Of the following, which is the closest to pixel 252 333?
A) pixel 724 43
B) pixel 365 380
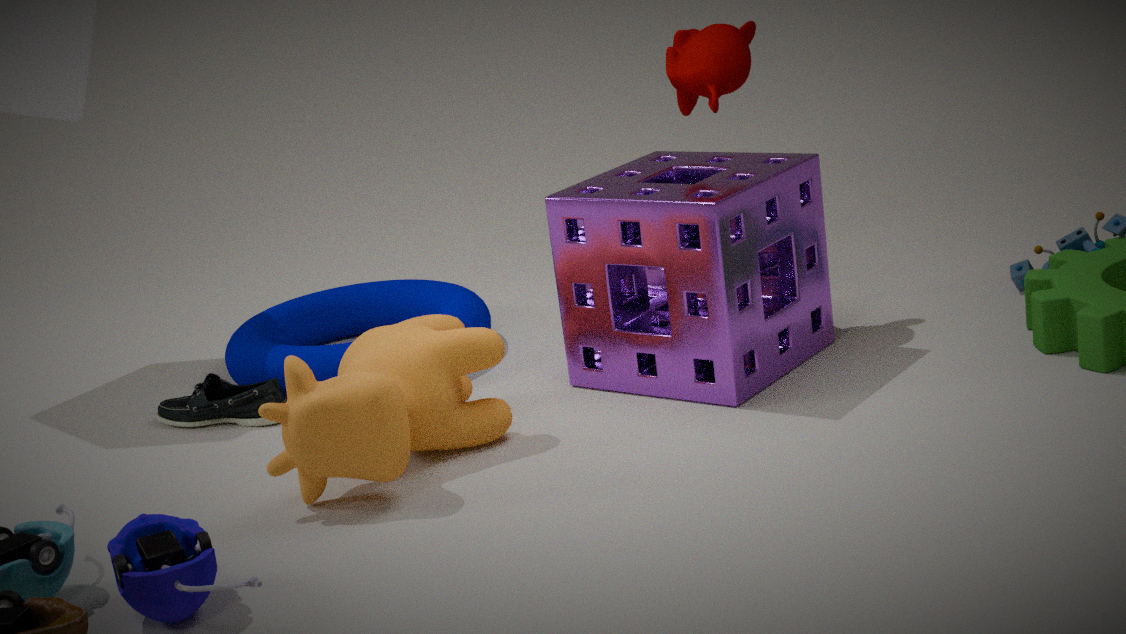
pixel 365 380
